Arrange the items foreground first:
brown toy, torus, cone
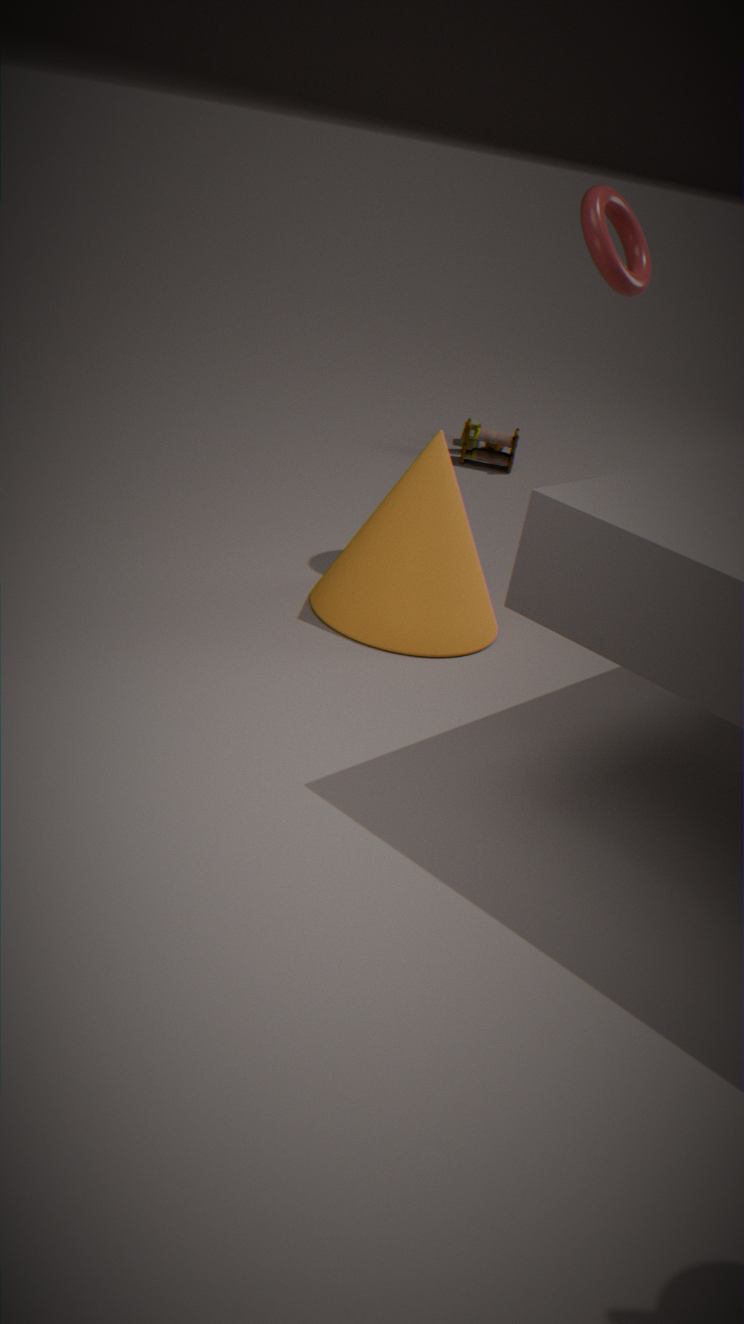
cone
torus
brown toy
